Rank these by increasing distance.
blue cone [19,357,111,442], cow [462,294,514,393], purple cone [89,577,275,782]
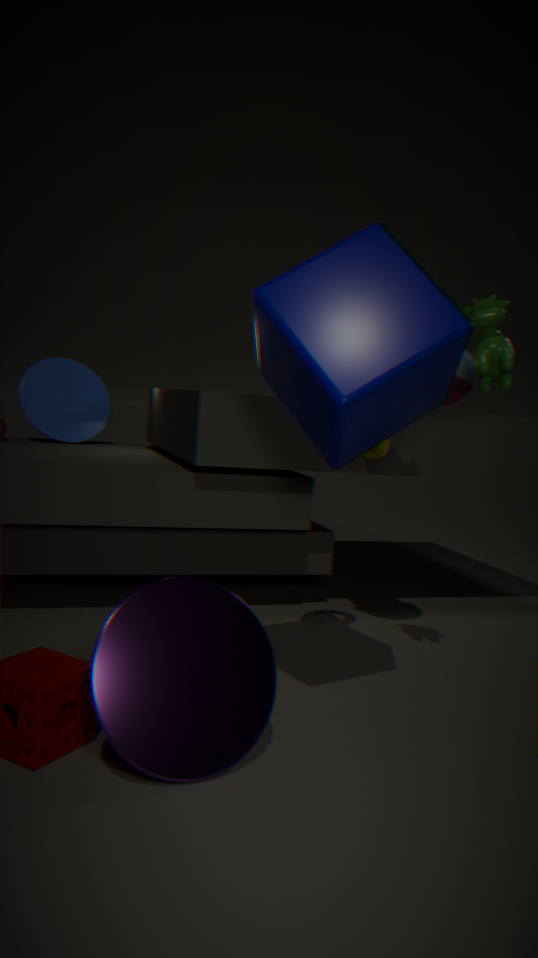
purple cone [89,577,275,782] → cow [462,294,514,393] → blue cone [19,357,111,442]
